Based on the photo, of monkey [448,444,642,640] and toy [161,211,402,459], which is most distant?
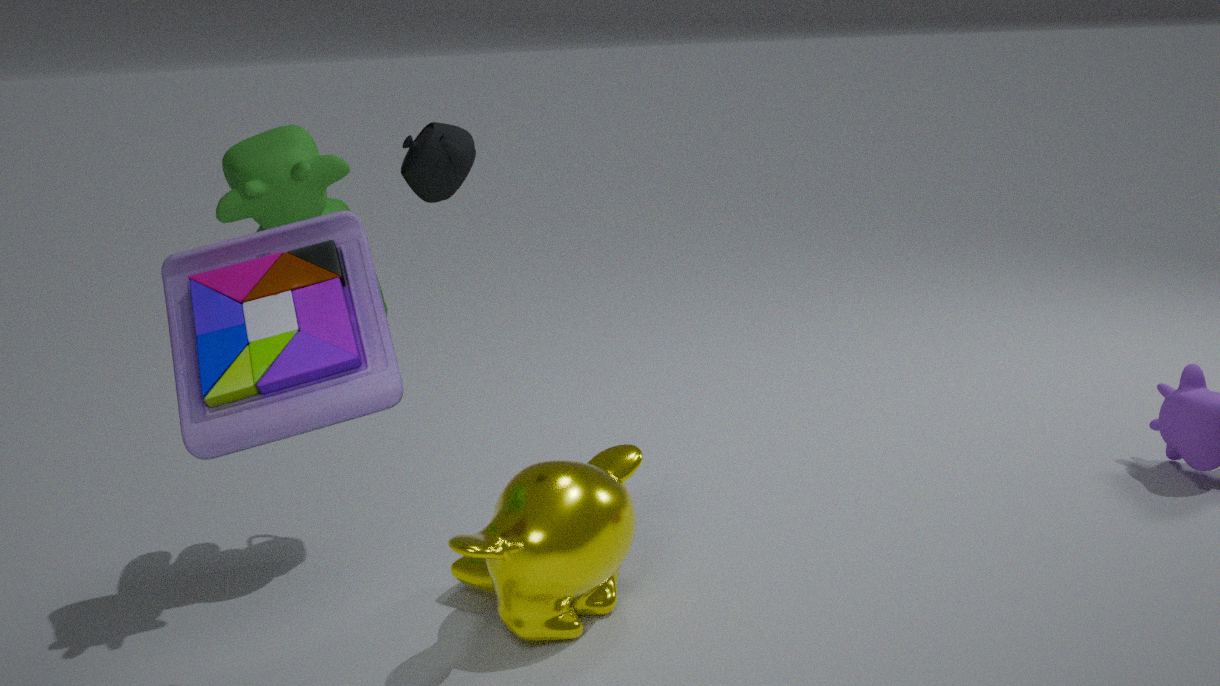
monkey [448,444,642,640]
